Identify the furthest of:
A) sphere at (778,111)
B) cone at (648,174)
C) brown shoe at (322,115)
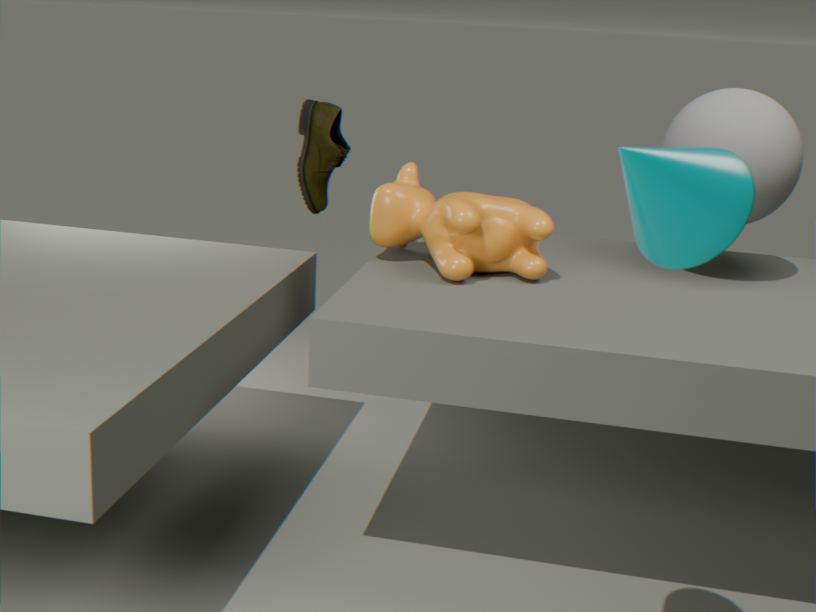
brown shoe at (322,115)
